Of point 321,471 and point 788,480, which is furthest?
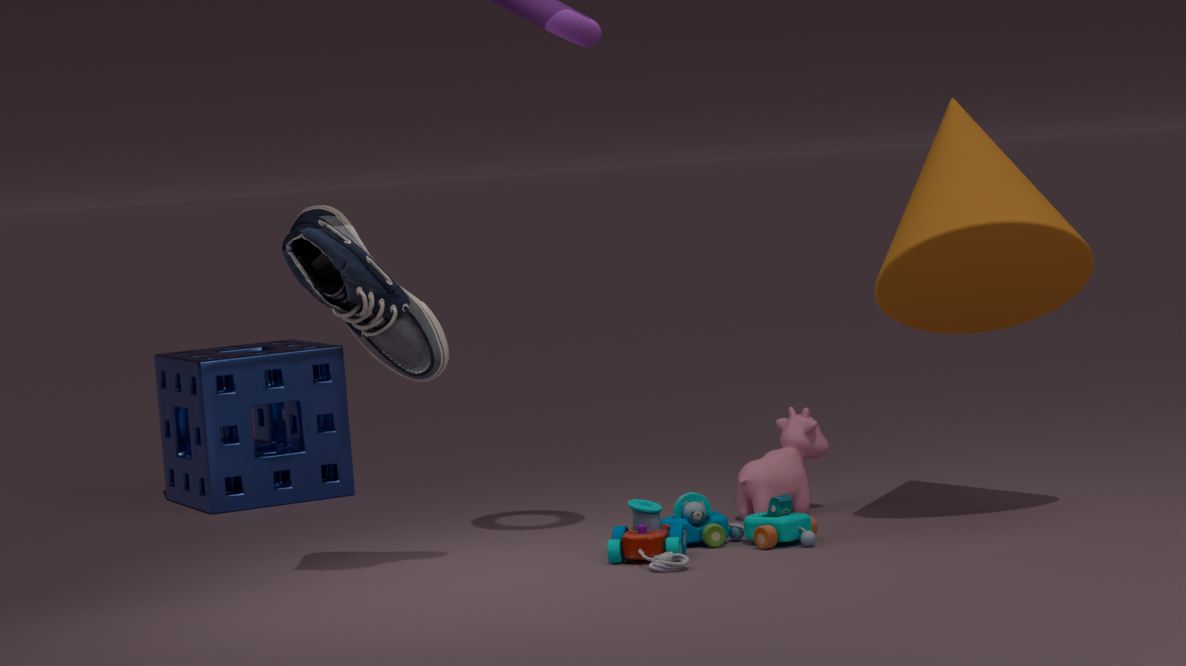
point 321,471
